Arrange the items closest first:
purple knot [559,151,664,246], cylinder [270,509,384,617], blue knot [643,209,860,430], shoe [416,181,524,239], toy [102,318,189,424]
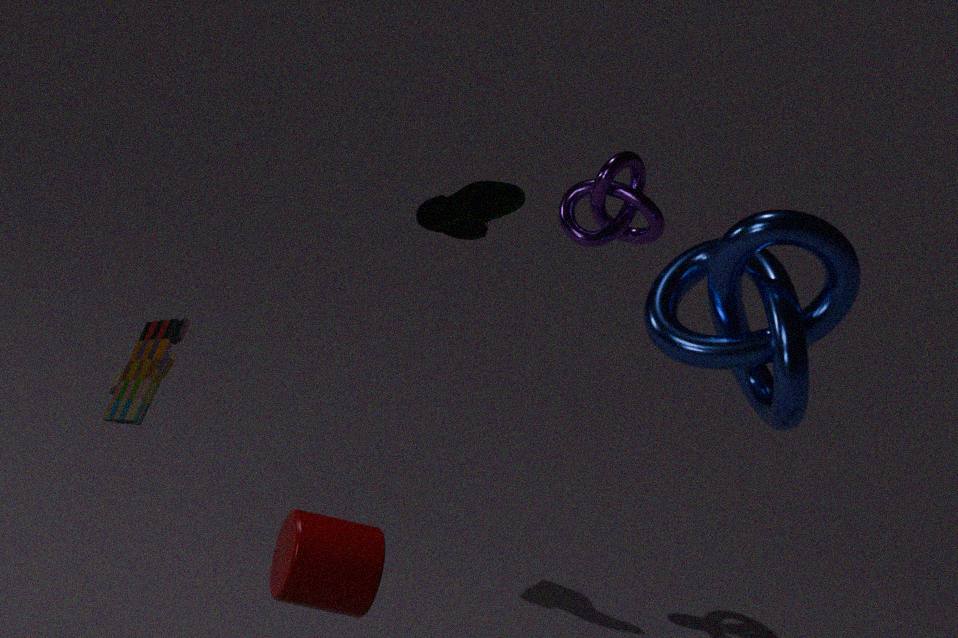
cylinder [270,509,384,617] → toy [102,318,189,424] → blue knot [643,209,860,430] → shoe [416,181,524,239] → purple knot [559,151,664,246]
